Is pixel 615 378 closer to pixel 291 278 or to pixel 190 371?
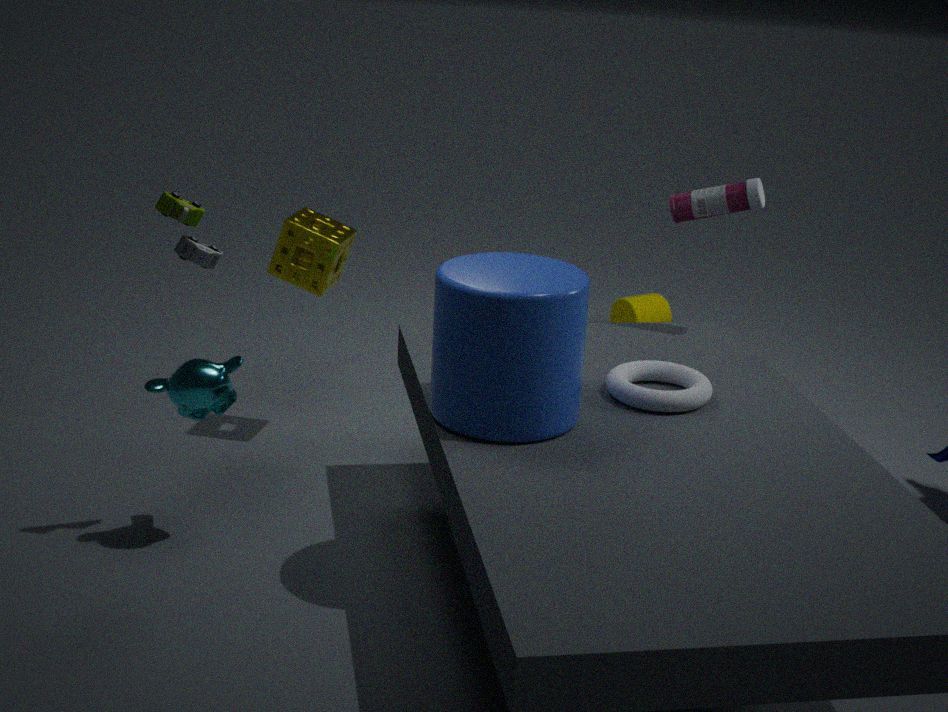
pixel 190 371
